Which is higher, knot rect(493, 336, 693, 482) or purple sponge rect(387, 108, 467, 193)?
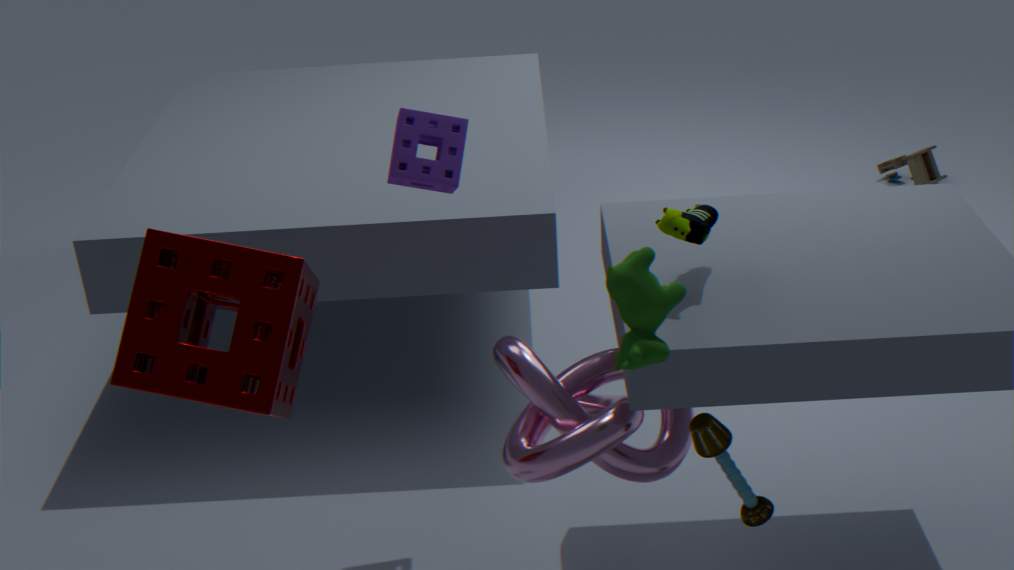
purple sponge rect(387, 108, 467, 193)
